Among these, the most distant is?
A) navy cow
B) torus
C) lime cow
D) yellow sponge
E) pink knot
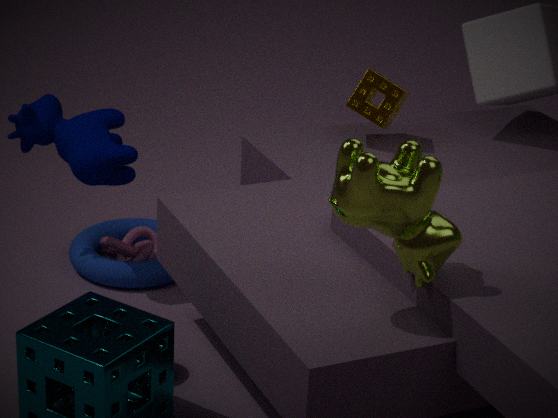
pink knot
